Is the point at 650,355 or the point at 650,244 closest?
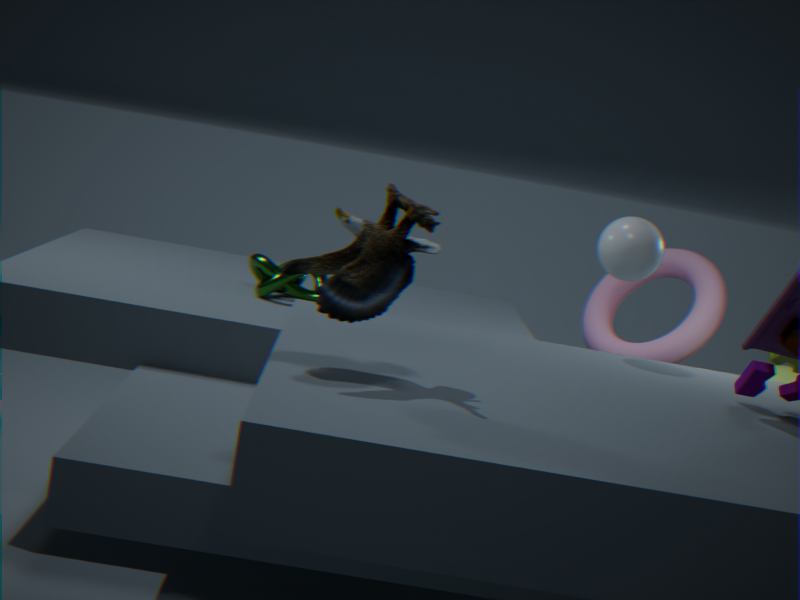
the point at 650,244
